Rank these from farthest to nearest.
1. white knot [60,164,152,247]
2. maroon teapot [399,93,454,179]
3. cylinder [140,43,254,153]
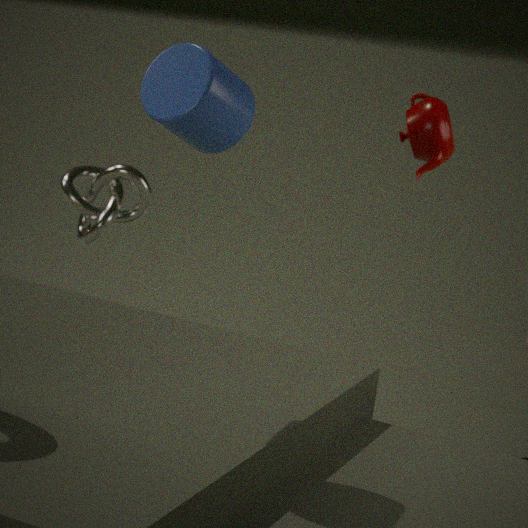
1. white knot [60,164,152,247]
2. maroon teapot [399,93,454,179]
3. cylinder [140,43,254,153]
